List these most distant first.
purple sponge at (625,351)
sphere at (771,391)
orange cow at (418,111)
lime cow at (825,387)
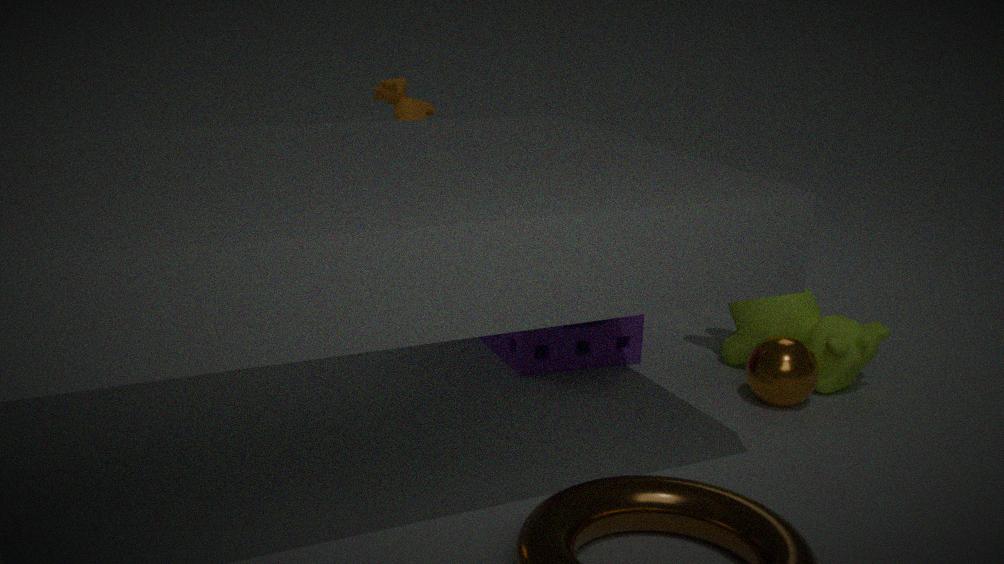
orange cow at (418,111), purple sponge at (625,351), lime cow at (825,387), sphere at (771,391)
